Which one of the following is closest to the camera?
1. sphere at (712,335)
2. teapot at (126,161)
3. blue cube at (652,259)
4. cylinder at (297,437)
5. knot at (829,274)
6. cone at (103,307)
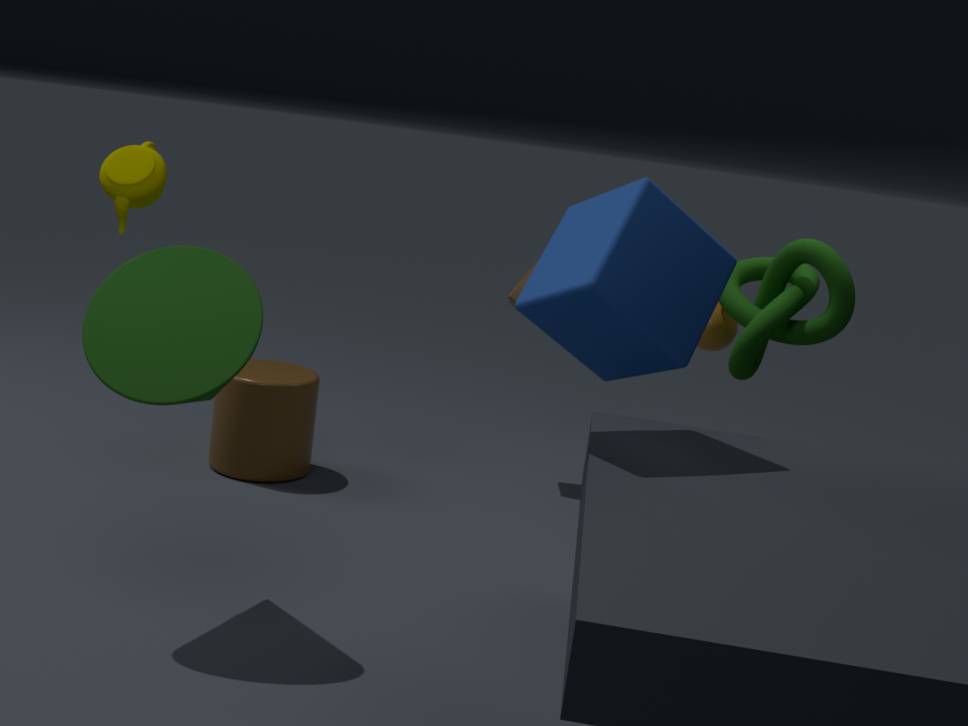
cone at (103,307)
